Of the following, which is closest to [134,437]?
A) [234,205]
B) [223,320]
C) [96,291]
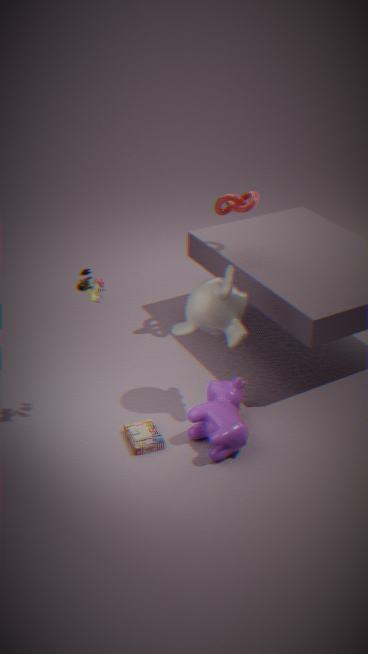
[223,320]
